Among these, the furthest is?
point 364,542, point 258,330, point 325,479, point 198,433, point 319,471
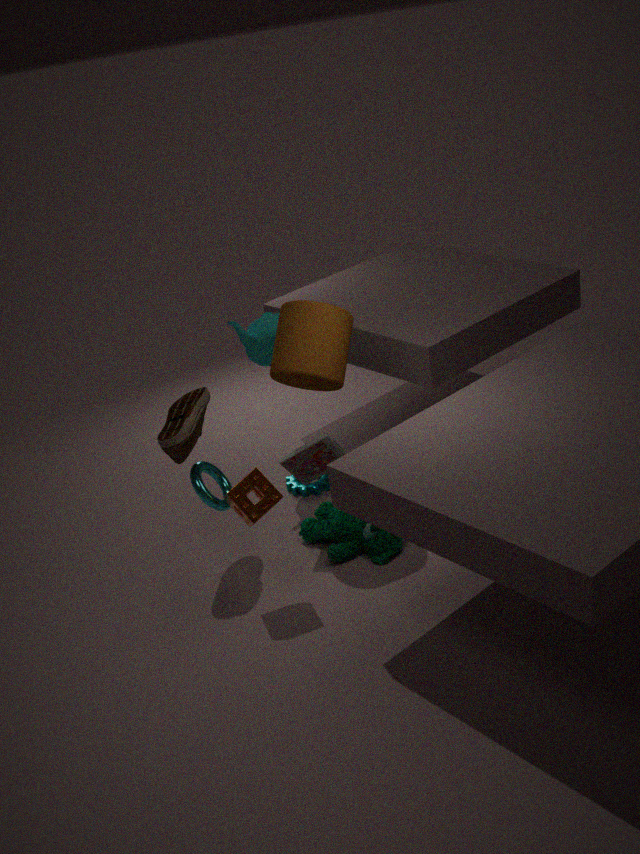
point 325,479
